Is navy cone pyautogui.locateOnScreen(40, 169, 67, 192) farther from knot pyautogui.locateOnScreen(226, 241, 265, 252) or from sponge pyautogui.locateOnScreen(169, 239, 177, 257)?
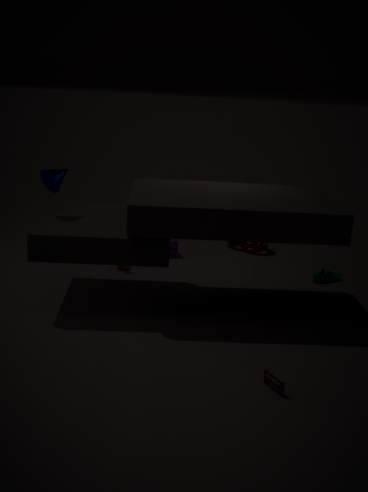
knot pyautogui.locateOnScreen(226, 241, 265, 252)
